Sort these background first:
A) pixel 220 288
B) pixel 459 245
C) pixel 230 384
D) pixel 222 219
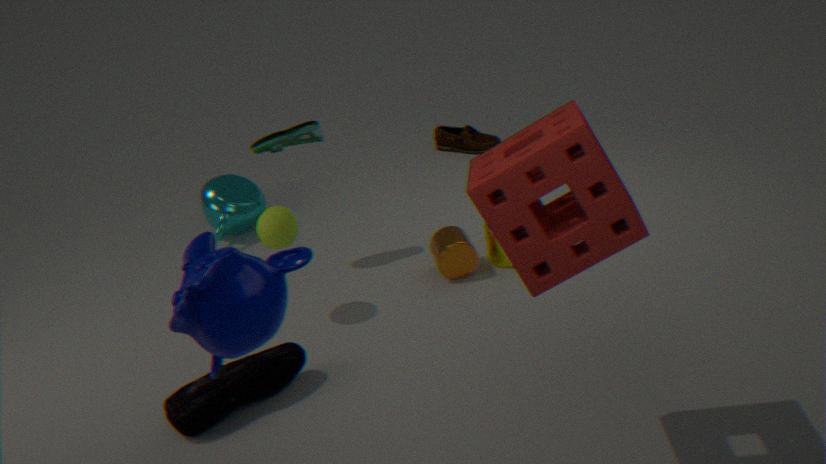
D. pixel 222 219 → B. pixel 459 245 → C. pixel 230 384 → A. pixel 220 288
